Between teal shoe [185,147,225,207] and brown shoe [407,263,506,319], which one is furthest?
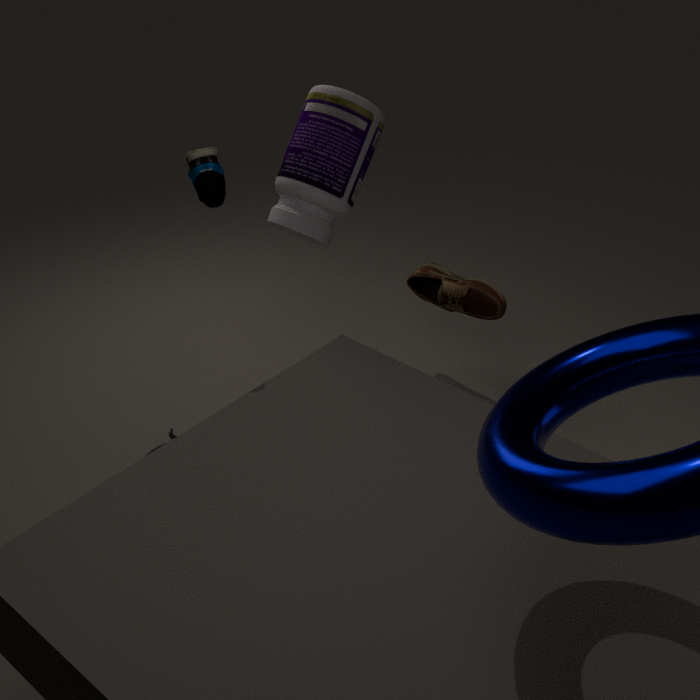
brown shoe [407,263,506,319]
